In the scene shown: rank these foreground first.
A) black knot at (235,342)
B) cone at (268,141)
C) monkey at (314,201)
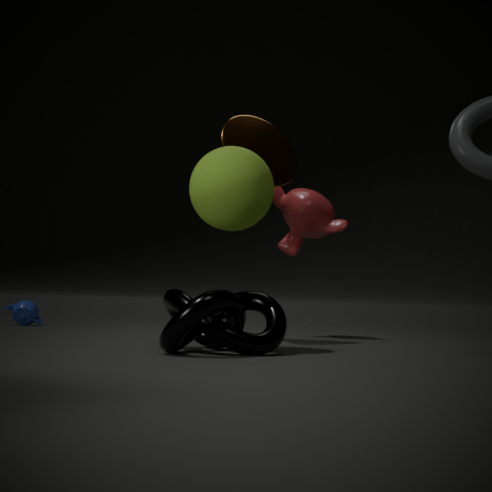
black knot at (235,342), cone at (268,141), monkey at (314,201)
